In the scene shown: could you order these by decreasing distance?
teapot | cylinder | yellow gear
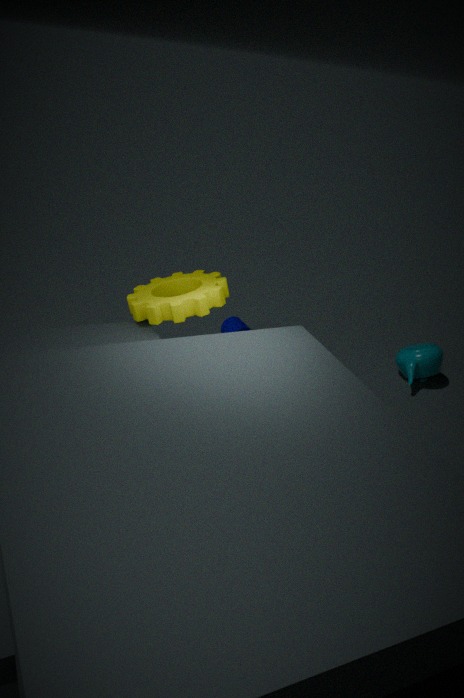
cylinder
teapot
yellow gear
